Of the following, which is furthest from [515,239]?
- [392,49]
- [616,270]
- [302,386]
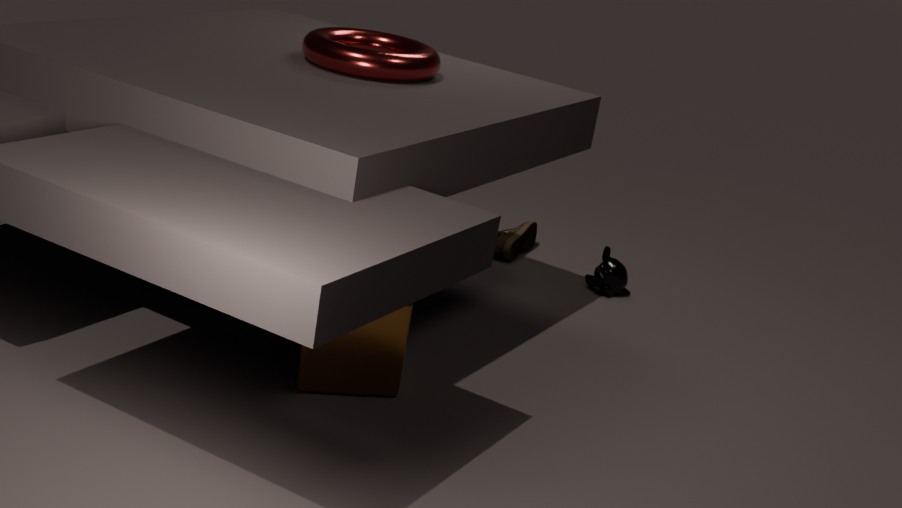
[302,386]
